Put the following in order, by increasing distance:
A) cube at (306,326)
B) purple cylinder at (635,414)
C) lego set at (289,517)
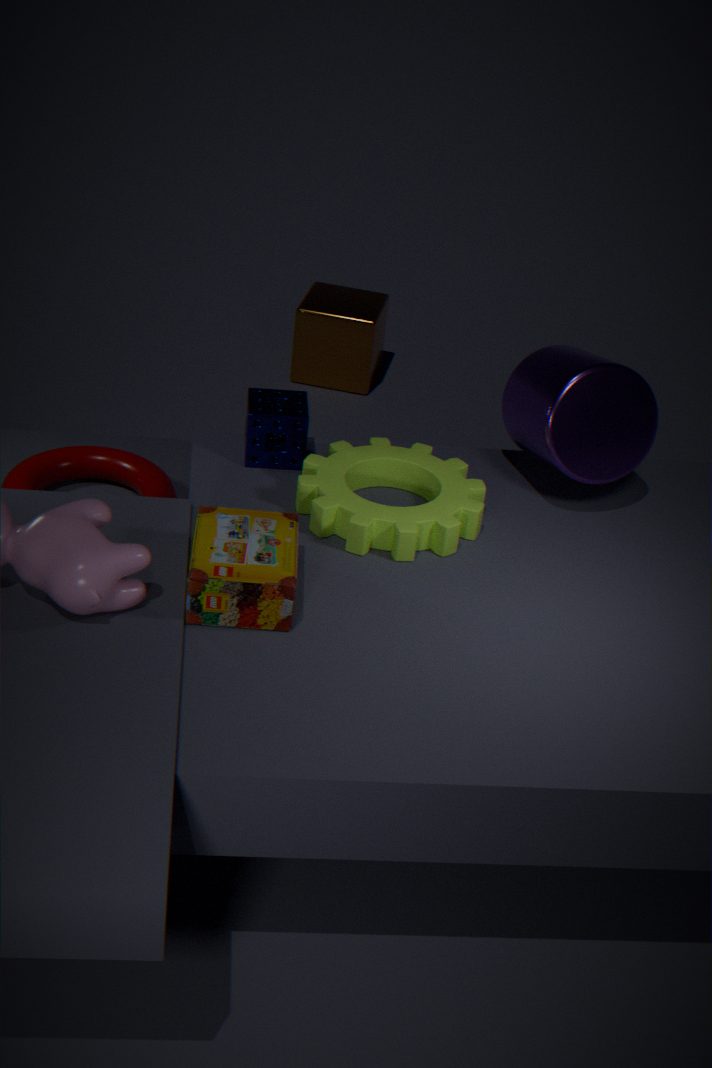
lego set at (289,517), purple cylinder at (635,414), cube at (306,326)
